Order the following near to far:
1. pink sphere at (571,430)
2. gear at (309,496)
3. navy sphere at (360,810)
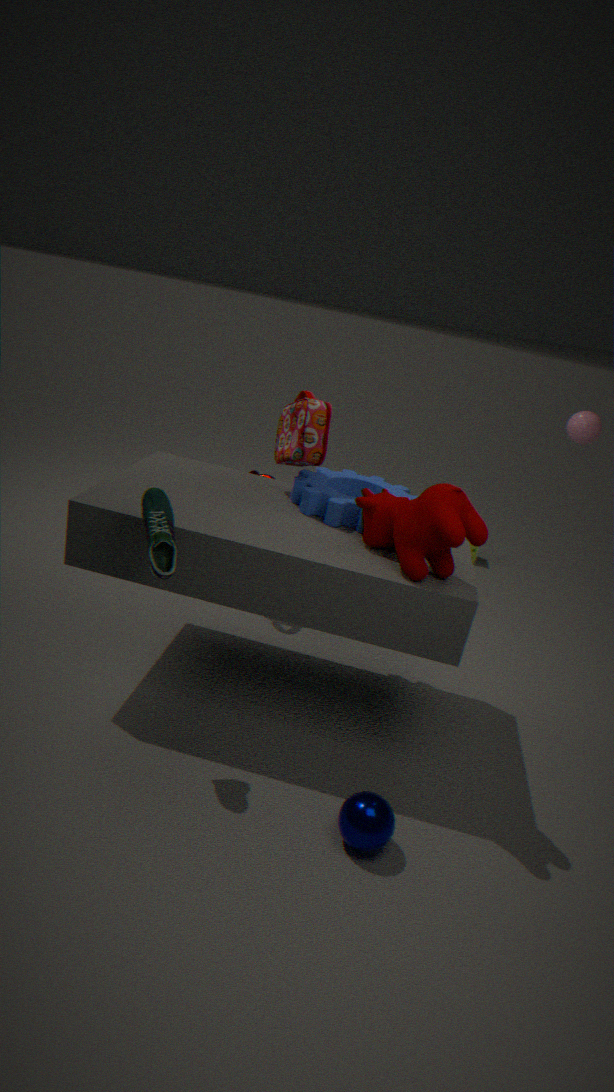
navy sphere at (360,810)
gear at (309,496)
pink sphere at (571,430)
